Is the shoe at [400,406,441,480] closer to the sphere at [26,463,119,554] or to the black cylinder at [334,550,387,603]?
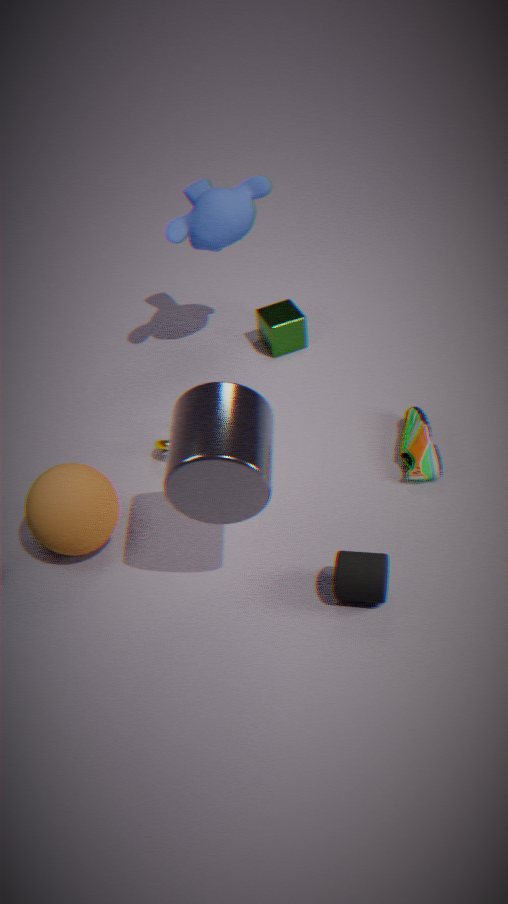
the black cylinder at [334,550,387,603]
